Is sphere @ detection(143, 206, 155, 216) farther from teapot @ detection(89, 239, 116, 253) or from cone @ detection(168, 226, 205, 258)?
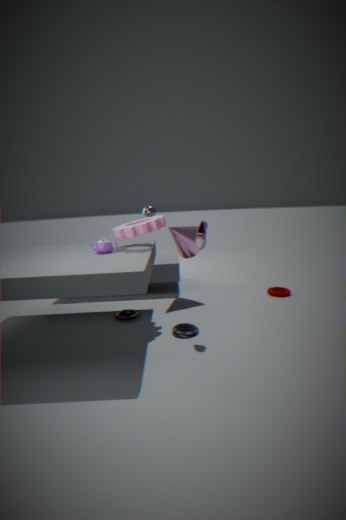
teapot @ detection(89, 239, 116, 253)
